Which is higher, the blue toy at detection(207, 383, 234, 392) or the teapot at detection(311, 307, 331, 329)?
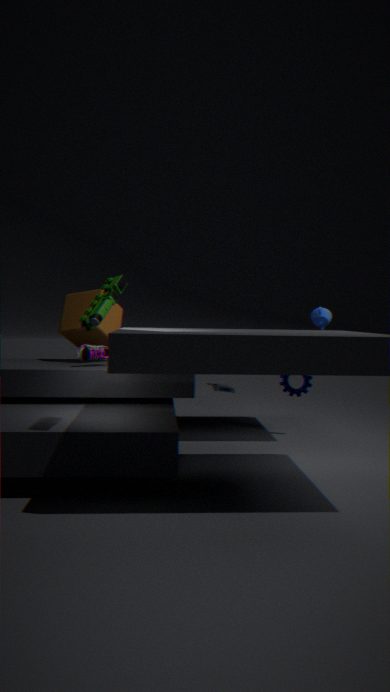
the teapot at detection(311, 307, 331, 329)
